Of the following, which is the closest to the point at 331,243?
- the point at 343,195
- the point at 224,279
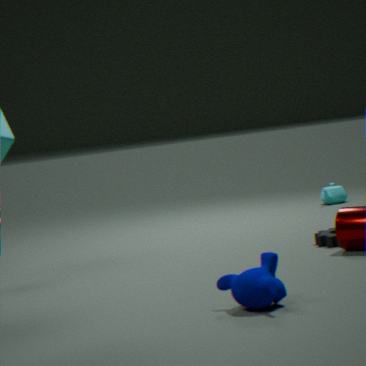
the point at 224,279
